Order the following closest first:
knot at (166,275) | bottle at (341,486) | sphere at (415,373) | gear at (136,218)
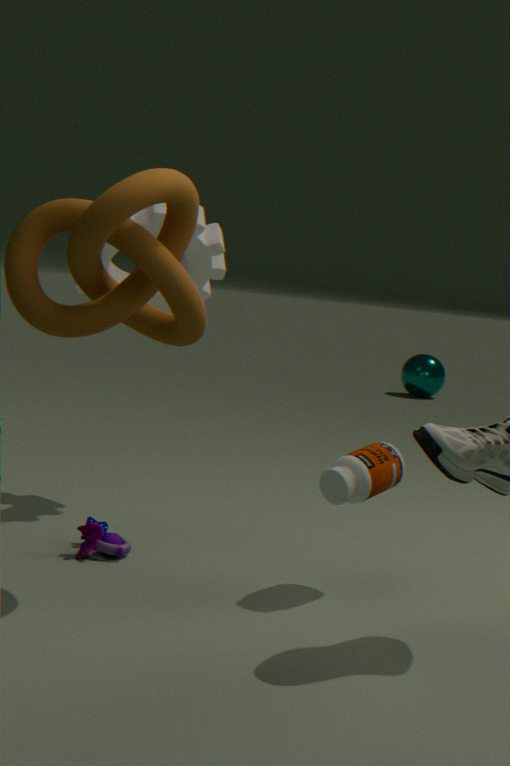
knot at (166,275) < bottle at (341,486) < gear at (136,218) < sphere at (415,373)
